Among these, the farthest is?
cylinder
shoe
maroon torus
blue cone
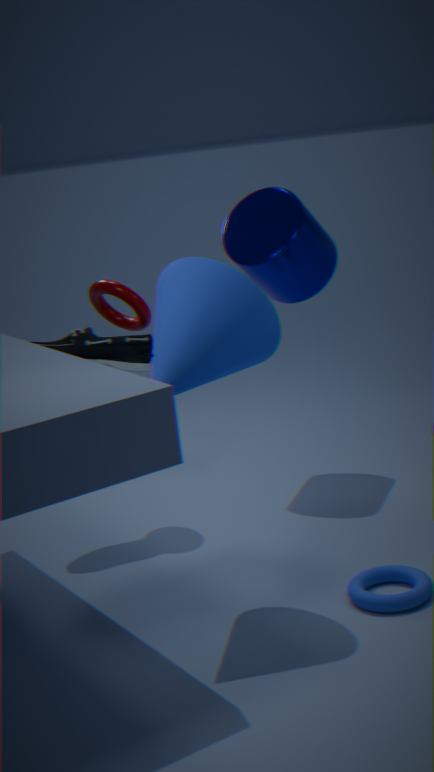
cylinder
